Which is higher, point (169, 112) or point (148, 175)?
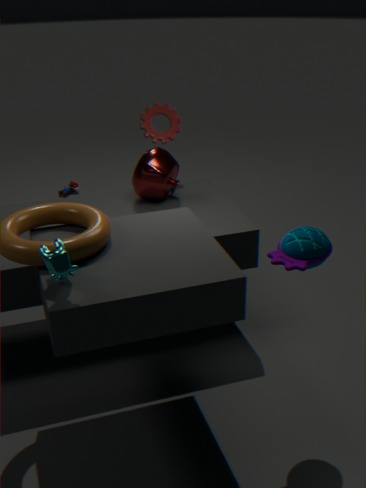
point (169, 112)
